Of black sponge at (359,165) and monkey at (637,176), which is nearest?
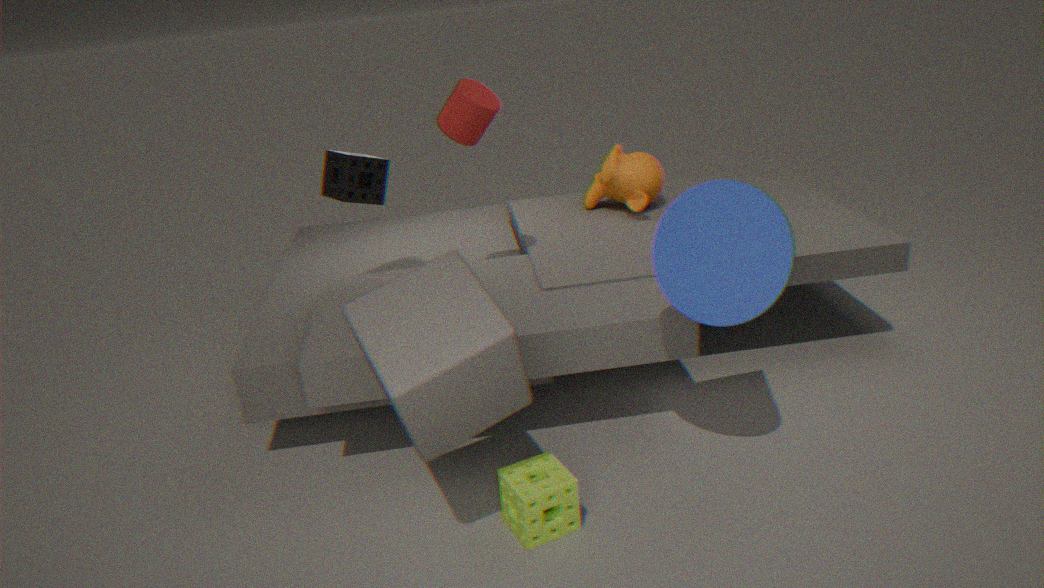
black sponge at (359,165)
